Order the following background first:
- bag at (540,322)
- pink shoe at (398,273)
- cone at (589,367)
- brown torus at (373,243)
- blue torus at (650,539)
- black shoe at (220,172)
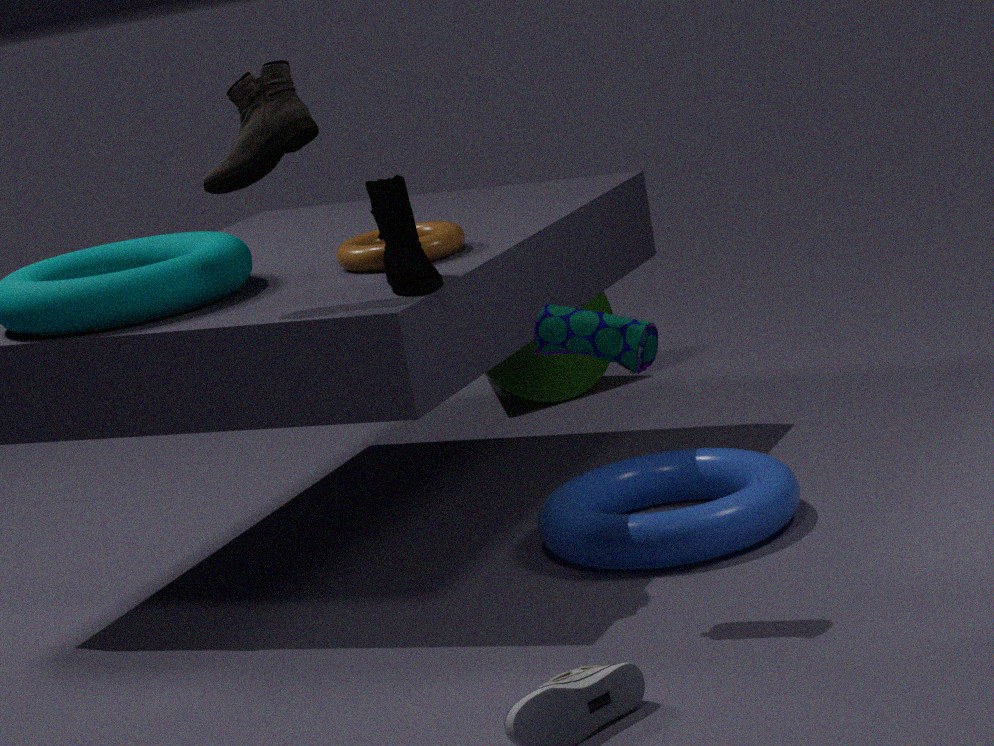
cone at (589,367) < brown torus at (373,243) < blue torus at (650,539) < pink shoe at (398,273) < black shoe at (220,172) < bag at (540,322)
